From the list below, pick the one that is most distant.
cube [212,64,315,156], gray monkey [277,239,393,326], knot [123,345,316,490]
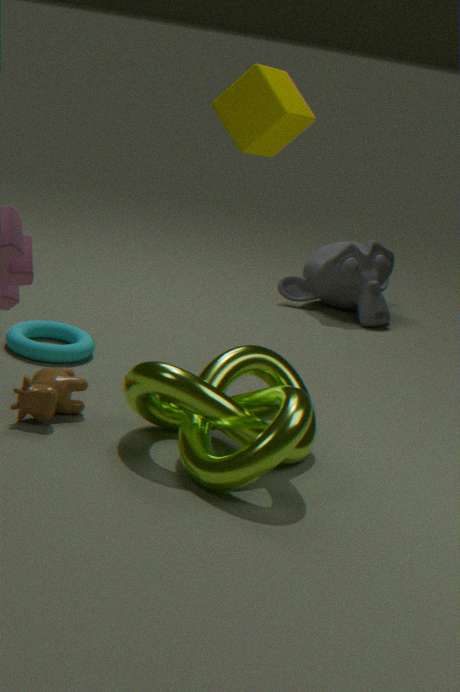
gray monkey [277,239,393,326]
